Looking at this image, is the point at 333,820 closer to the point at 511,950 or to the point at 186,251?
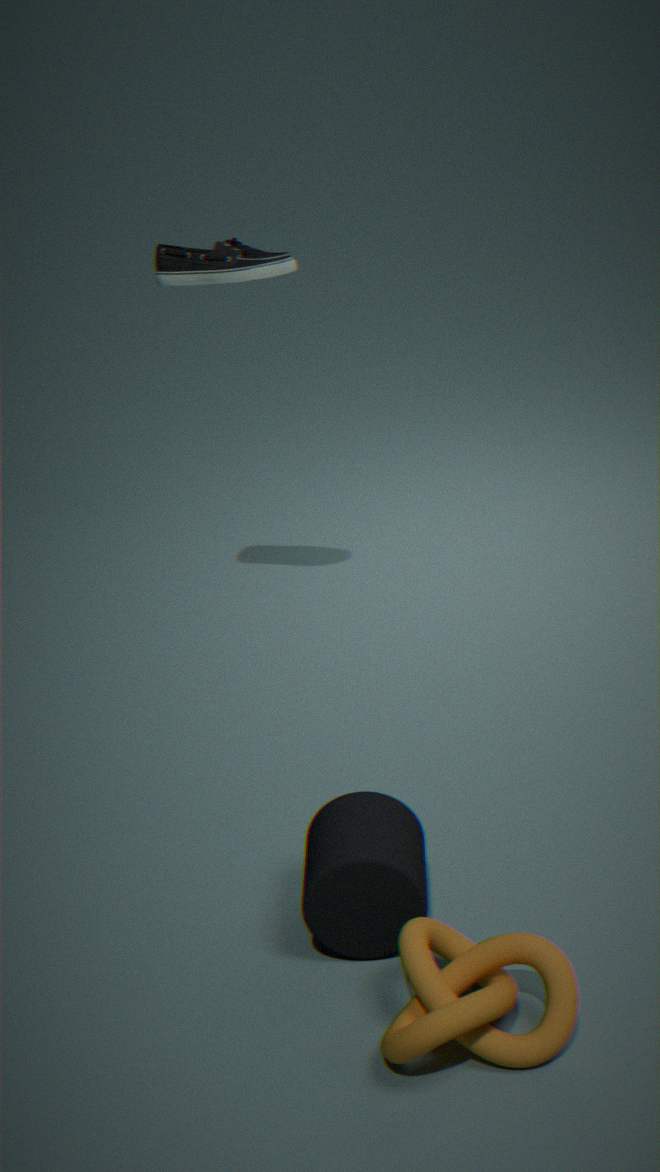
the point at 511,950
